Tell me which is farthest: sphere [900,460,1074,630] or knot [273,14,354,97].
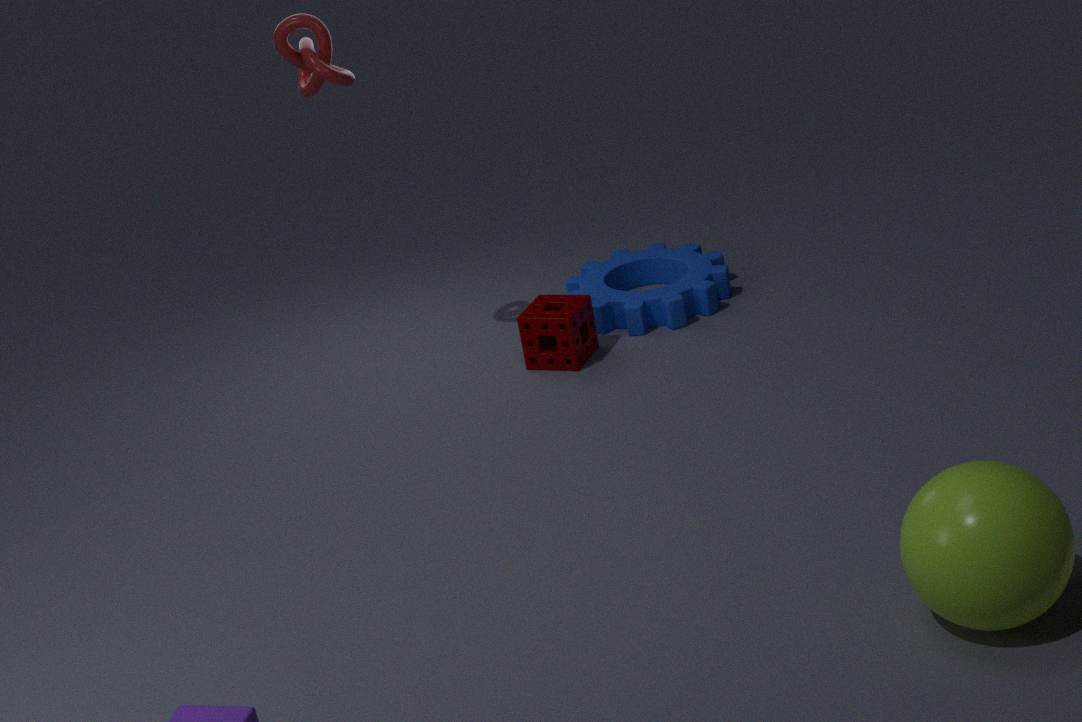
knot [273,14,354,97]
